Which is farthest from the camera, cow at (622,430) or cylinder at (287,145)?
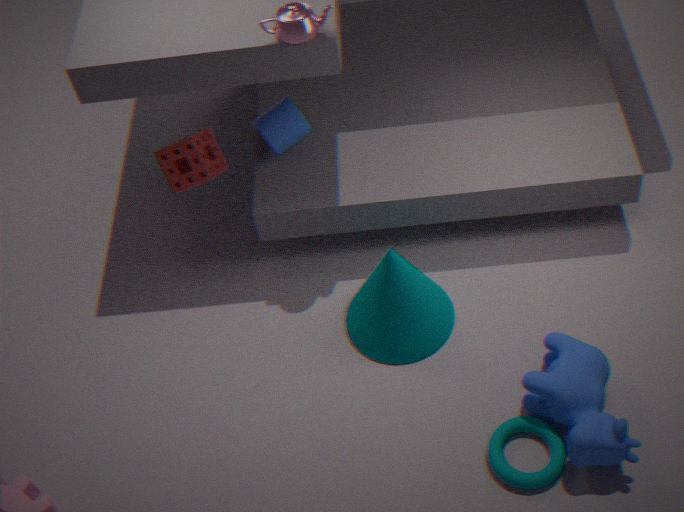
cylinder at (287,145)
